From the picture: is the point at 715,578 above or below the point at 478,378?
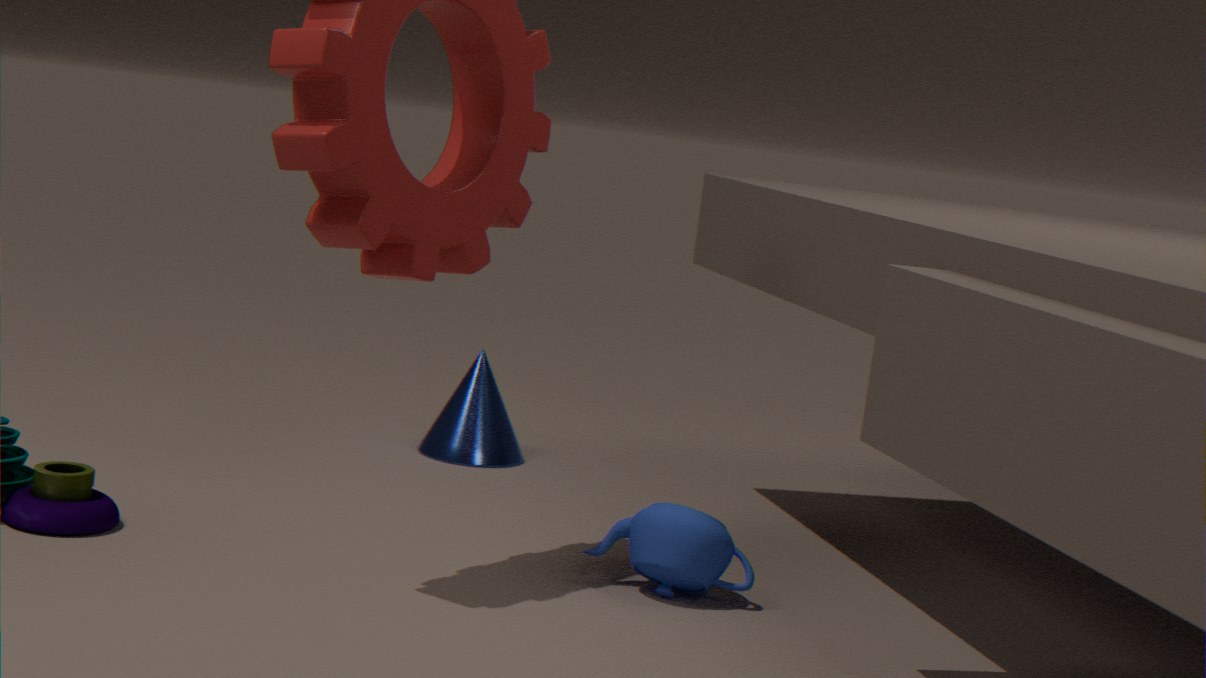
above
